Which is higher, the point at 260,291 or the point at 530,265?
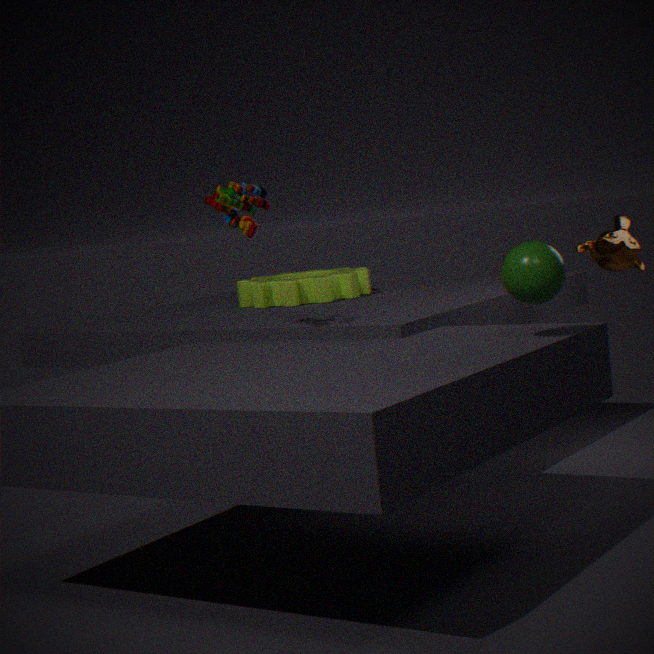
the point at 530,265
